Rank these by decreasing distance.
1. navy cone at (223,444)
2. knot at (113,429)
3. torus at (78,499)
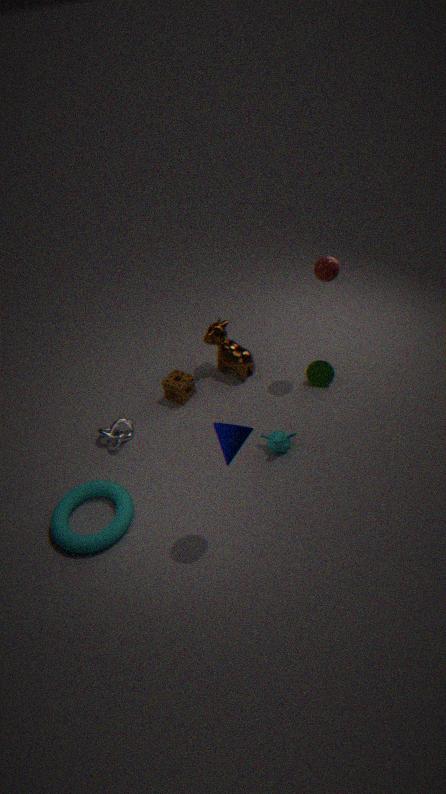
knot at (113,429)
torus at (78,499)
navy cone at (223,444)
